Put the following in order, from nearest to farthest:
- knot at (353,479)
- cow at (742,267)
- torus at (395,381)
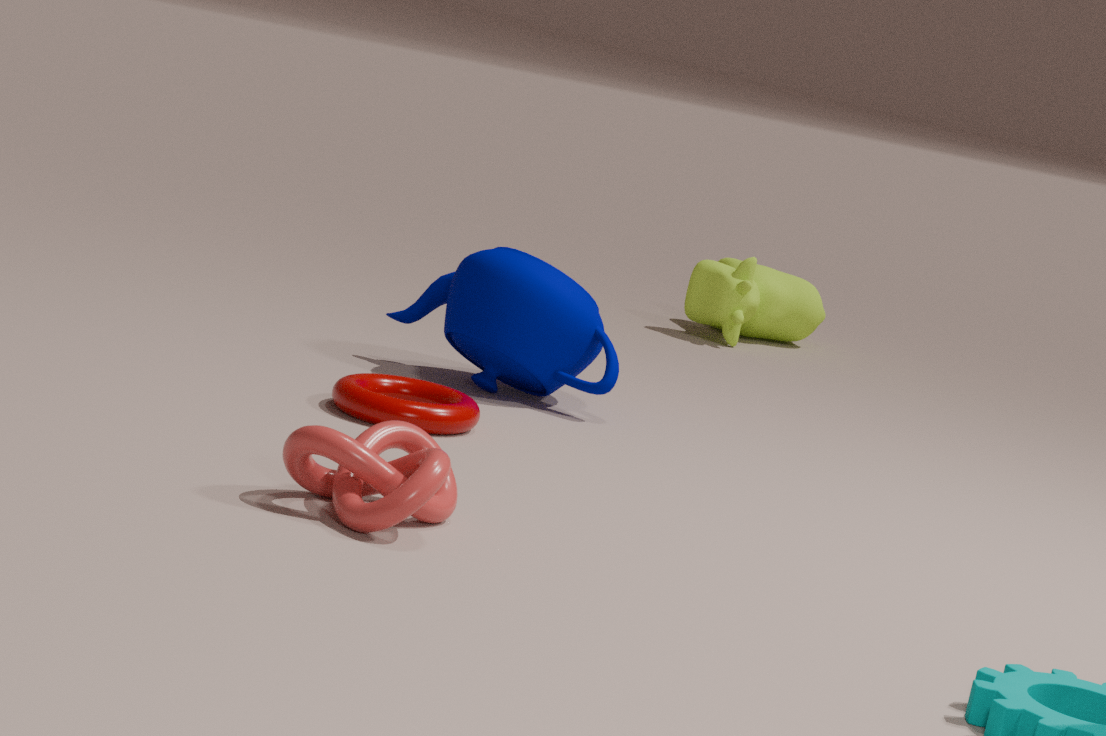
knot at (353,479)
torus at (395,381)
cow at (742,267)
